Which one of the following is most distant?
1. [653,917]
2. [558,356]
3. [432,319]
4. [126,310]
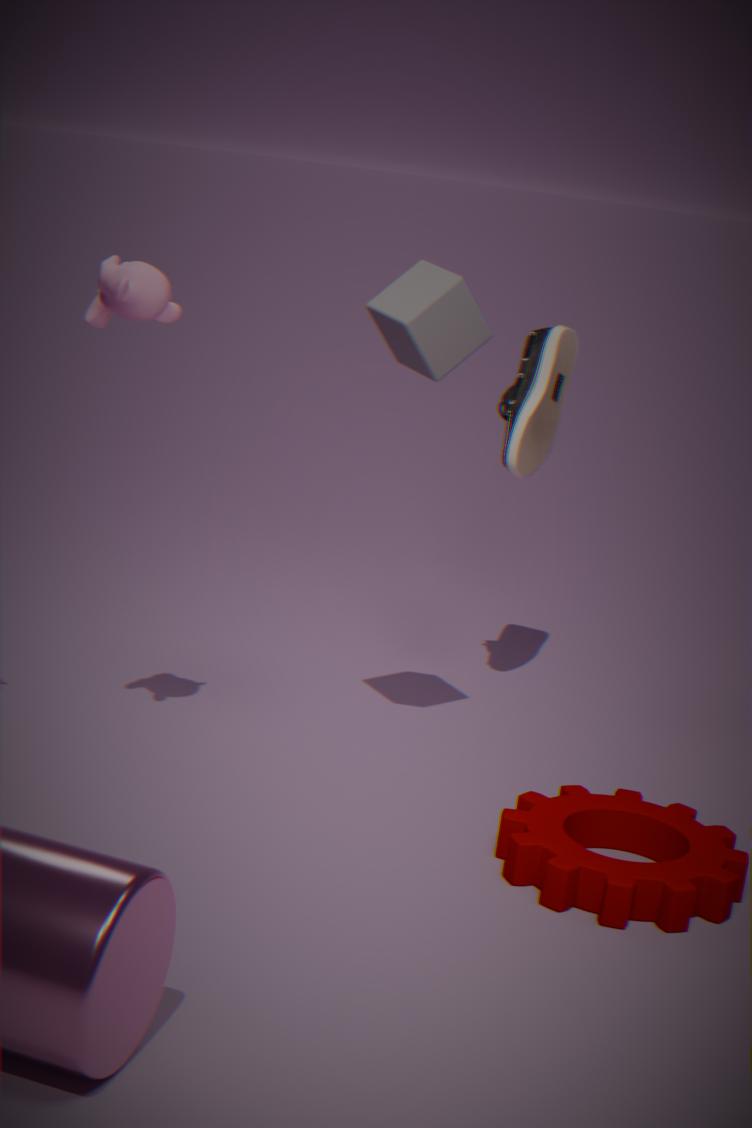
[558,356]
